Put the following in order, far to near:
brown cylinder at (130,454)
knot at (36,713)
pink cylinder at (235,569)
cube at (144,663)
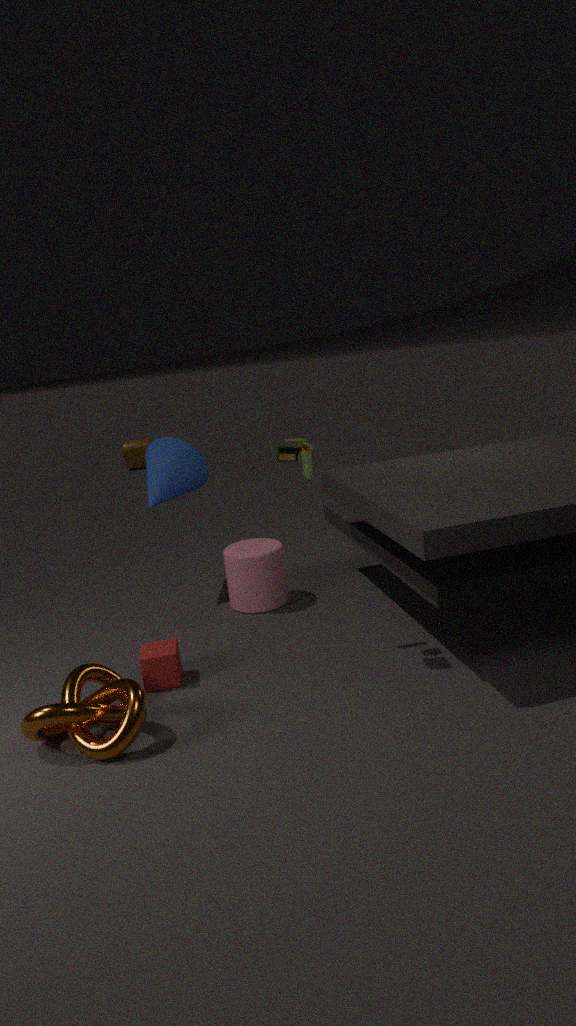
brown cylinder at (130,454) → pink cylinder at (235,569) → cube at (144,663) → knot at (36,713)
